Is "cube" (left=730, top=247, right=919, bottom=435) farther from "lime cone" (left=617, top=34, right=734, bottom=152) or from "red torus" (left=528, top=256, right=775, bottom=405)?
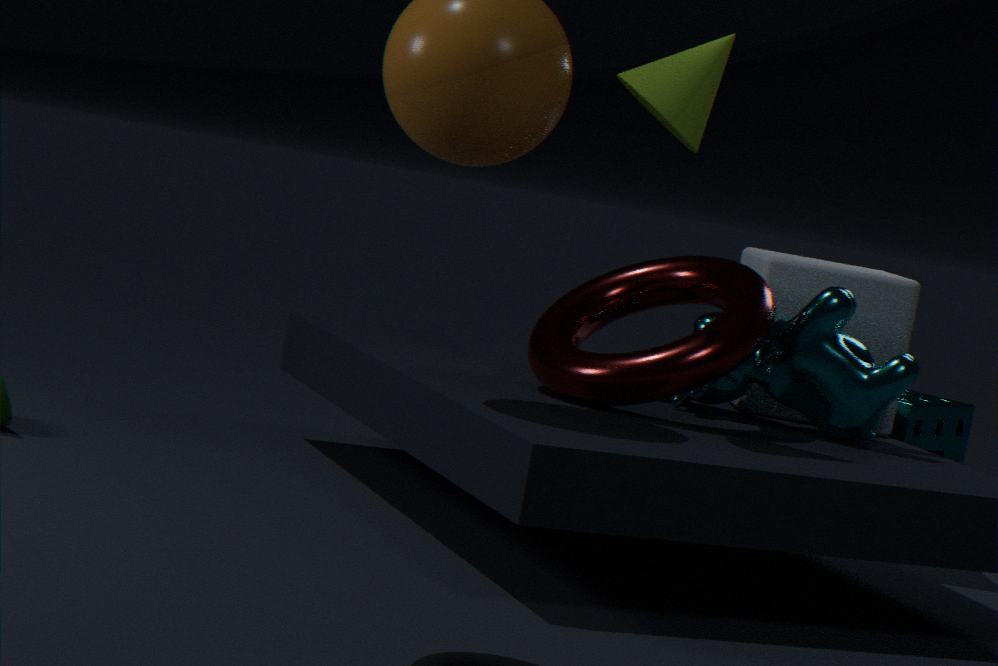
"lime cone" (left=617, top=34, right=734, bottom=152)
